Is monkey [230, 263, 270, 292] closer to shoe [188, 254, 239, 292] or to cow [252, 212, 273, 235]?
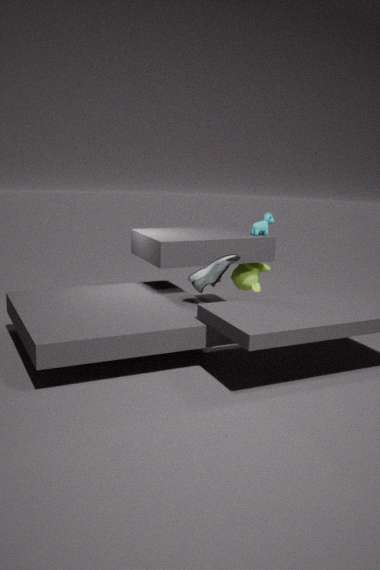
cow [252, 212, 273, 235]
